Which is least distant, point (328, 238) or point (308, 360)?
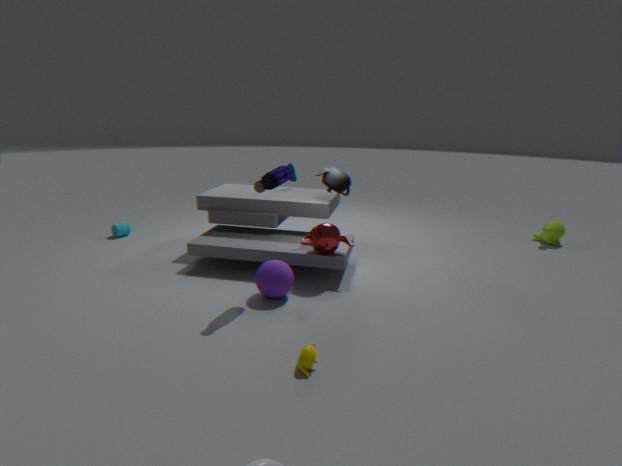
point (308, 360)
